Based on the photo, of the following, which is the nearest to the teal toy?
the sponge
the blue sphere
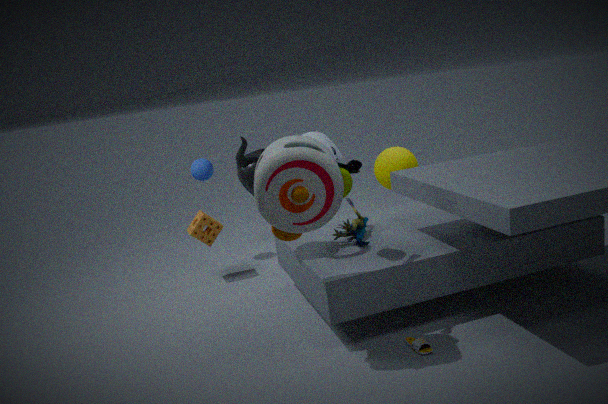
the sponge
